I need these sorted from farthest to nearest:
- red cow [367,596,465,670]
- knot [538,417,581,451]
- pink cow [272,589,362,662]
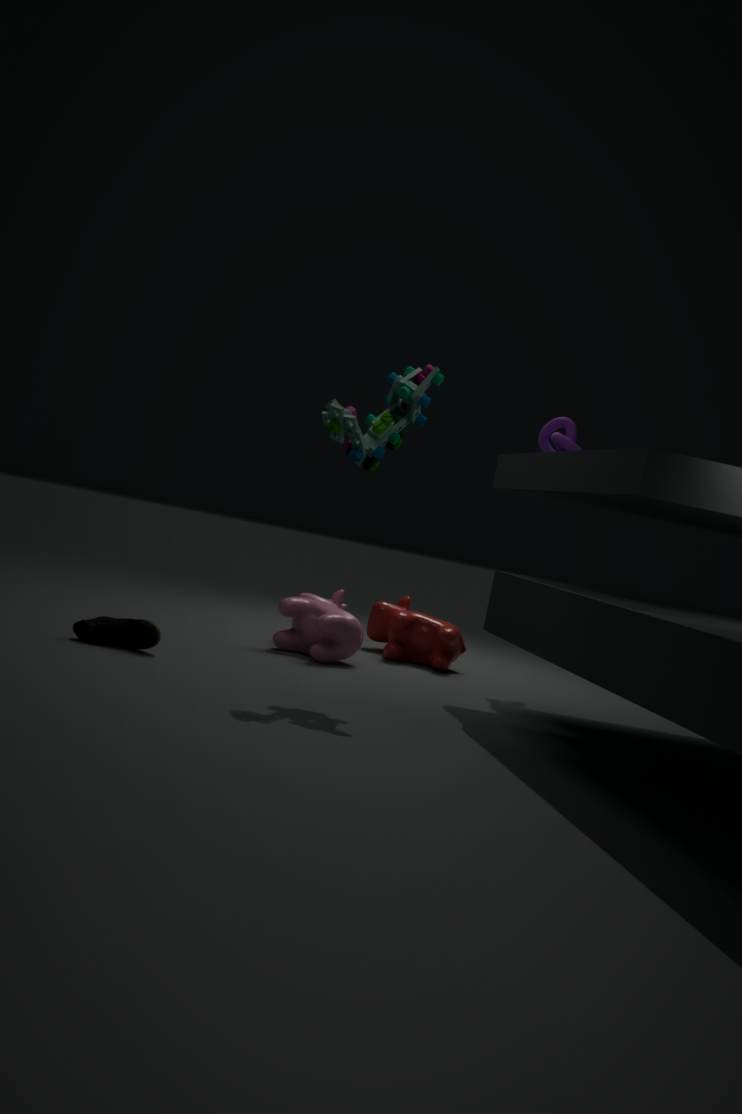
red cow [367,596,465,670]
knot [538,417,581,451]
pink cow [272,589,362,662]
